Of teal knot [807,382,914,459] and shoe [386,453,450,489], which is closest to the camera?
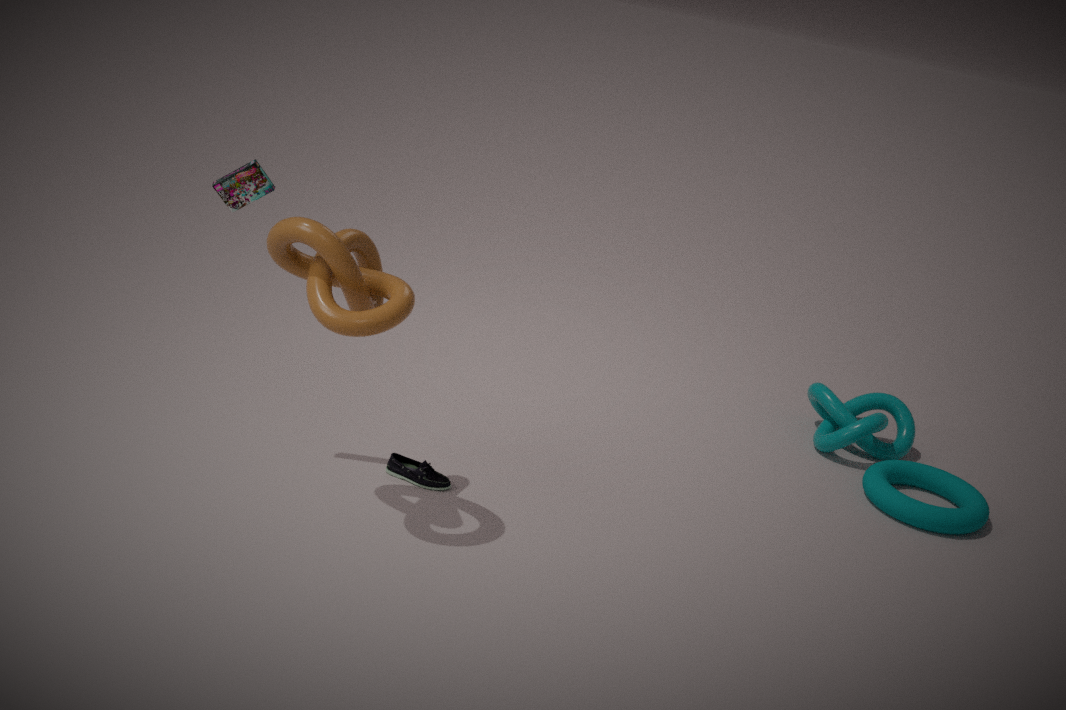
shoe [386,453,450,489]
